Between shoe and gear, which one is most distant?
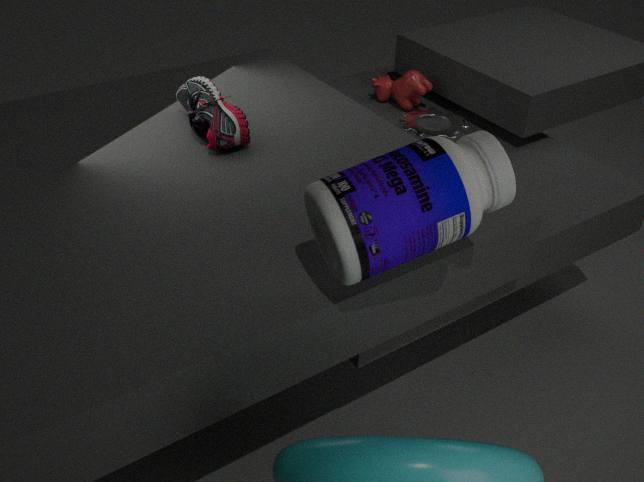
gear
